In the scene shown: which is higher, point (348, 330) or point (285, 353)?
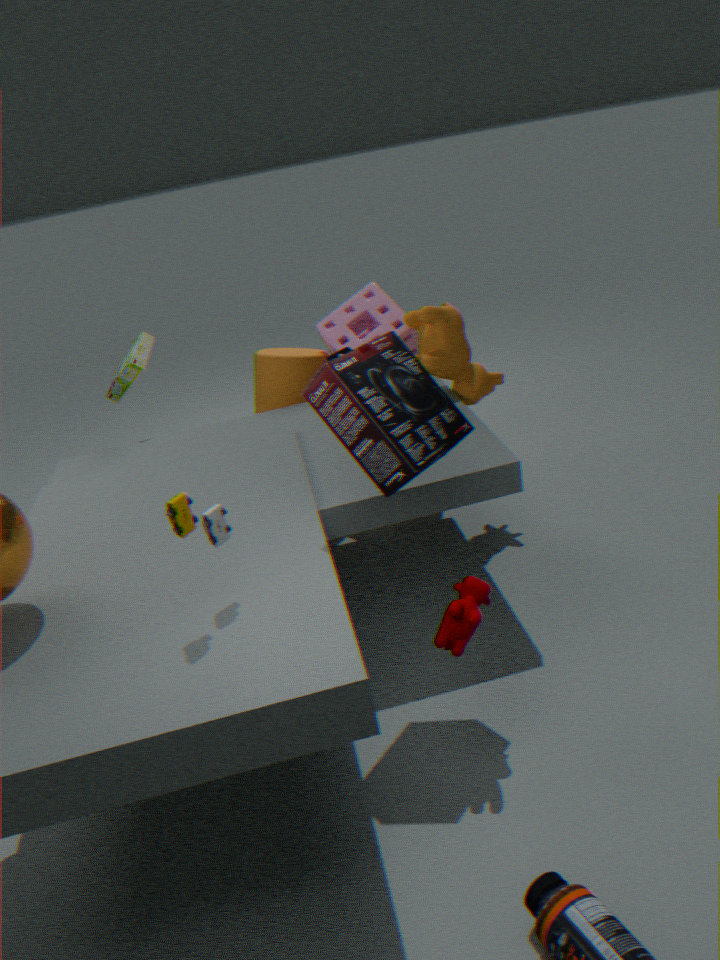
point (348, 330)
